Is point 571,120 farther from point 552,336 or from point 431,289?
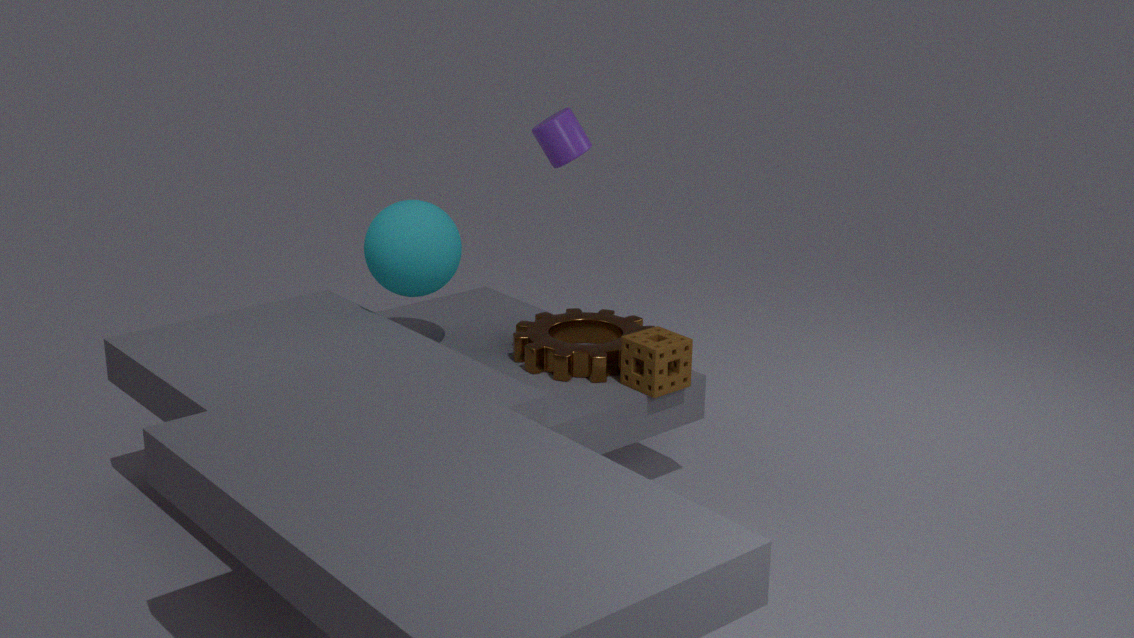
point 552,336
